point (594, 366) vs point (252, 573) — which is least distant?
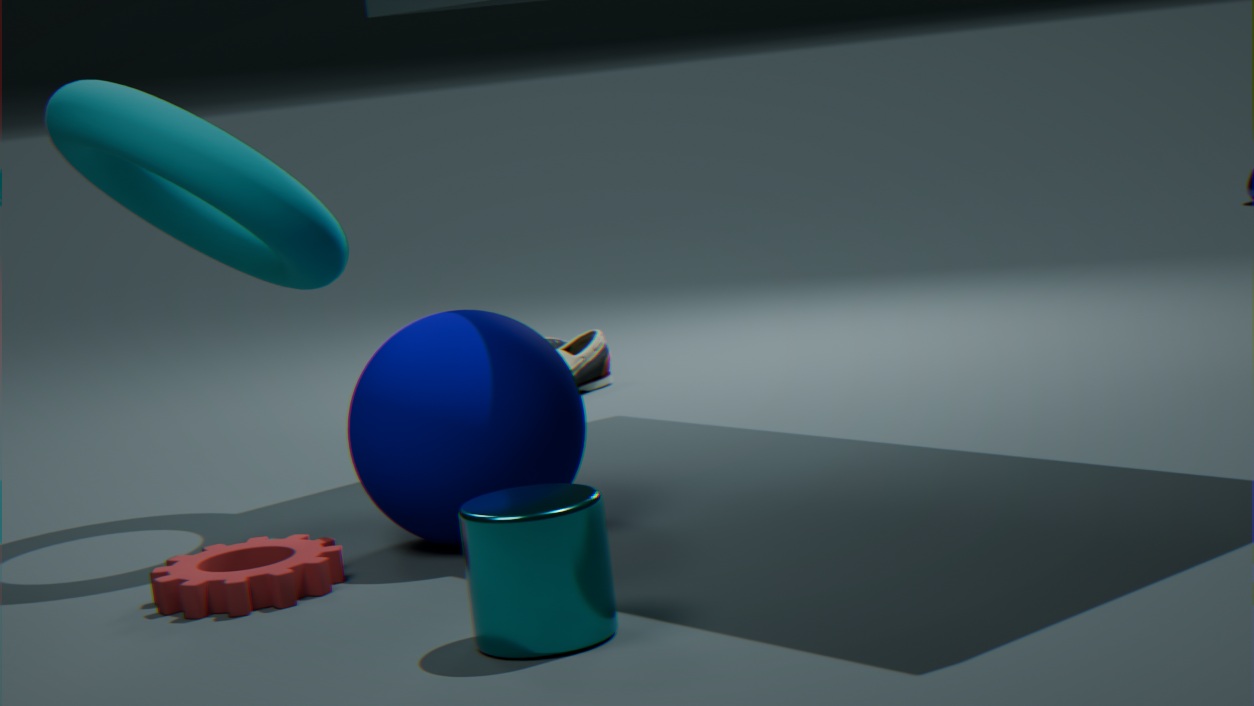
point (252, 573)
